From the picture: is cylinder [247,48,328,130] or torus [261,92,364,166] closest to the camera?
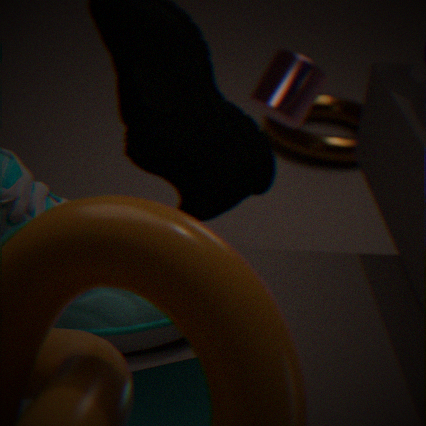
cylinder [247,48,328,130]
